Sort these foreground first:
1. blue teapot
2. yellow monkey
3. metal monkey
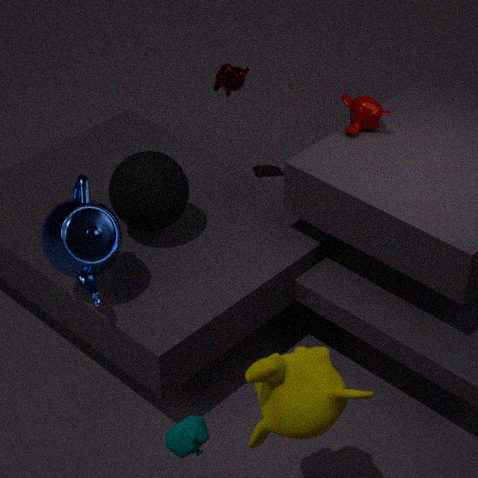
yellow monkey
blue teapot
metal monkey
